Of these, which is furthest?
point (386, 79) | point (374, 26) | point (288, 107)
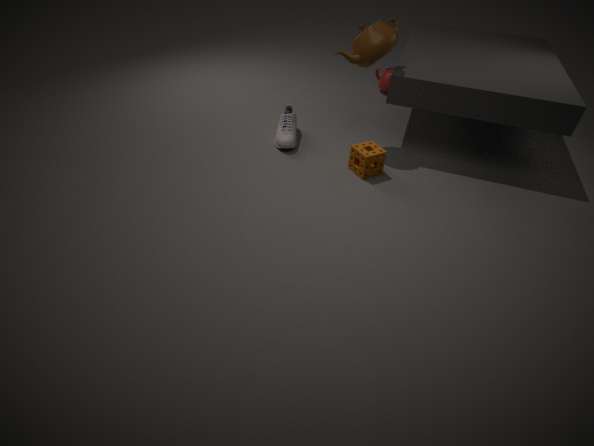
point (386, 79)
